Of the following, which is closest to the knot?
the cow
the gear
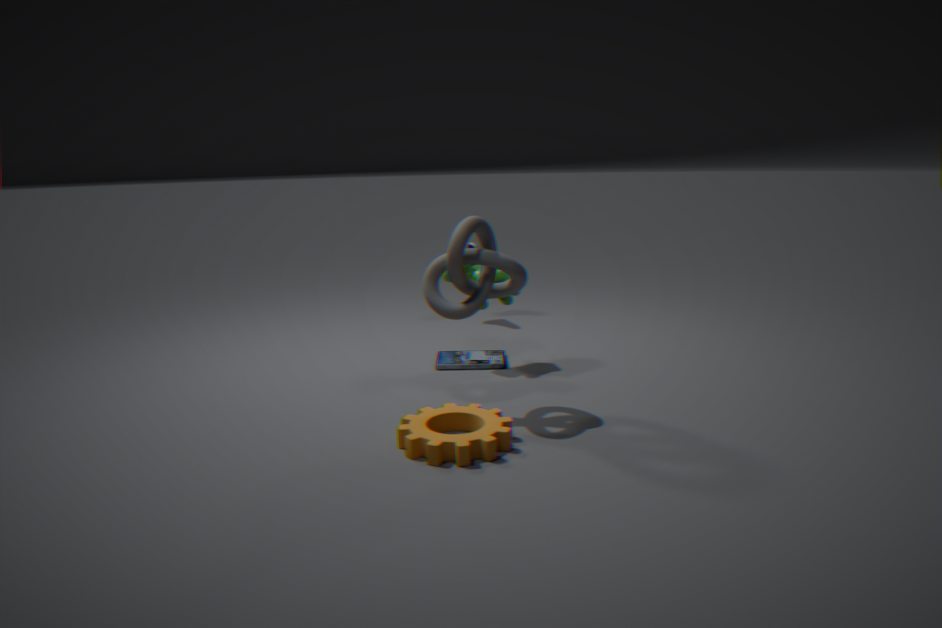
the gear
